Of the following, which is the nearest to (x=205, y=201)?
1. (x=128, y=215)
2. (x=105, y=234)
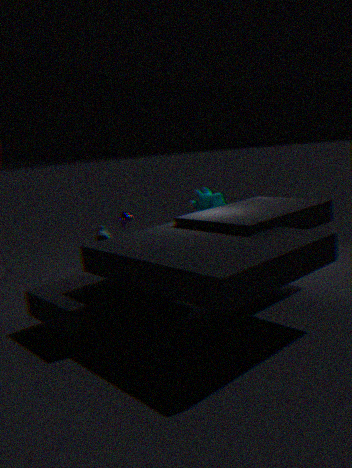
(x=128, y=215)
